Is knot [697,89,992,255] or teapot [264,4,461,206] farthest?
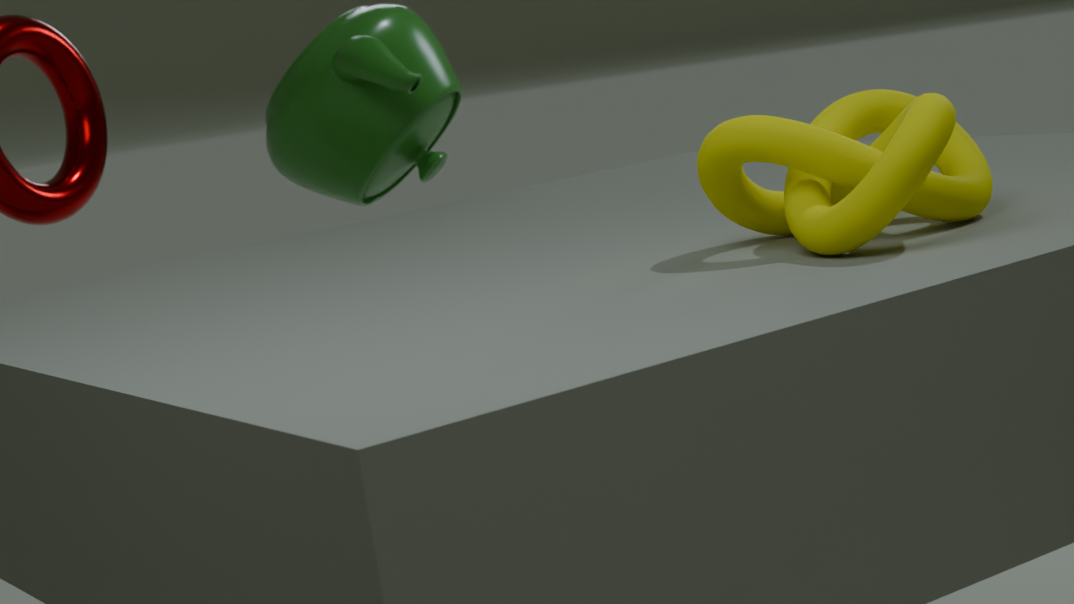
teapot [264,4,461,206]
